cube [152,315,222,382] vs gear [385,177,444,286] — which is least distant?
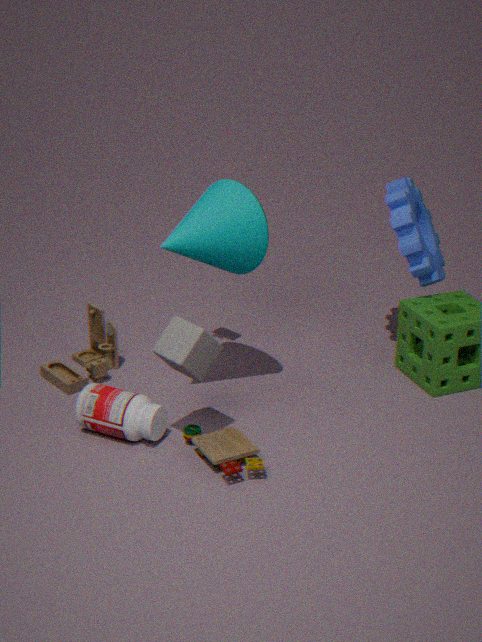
cube [152,315,222,382]
